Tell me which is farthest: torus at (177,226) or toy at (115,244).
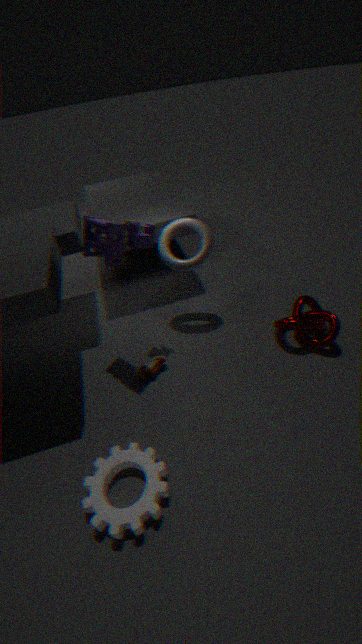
torus at (177,226)
